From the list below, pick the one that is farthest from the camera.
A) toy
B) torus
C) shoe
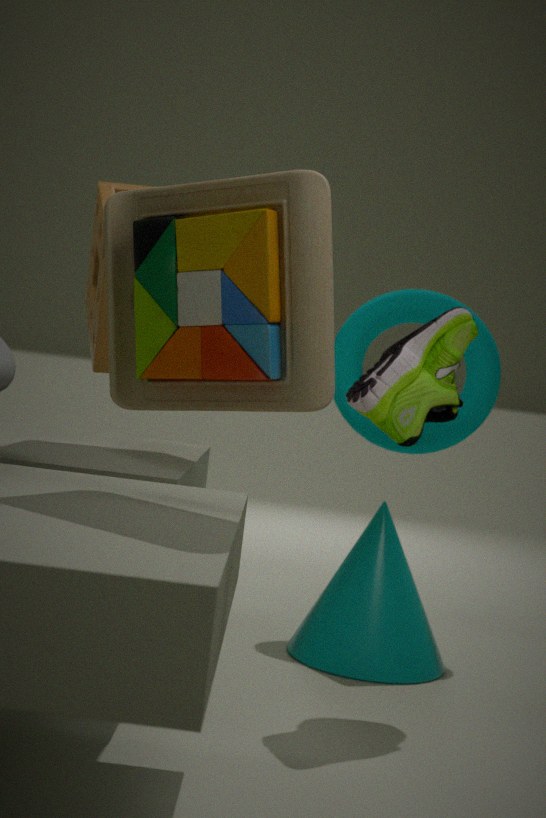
torus
